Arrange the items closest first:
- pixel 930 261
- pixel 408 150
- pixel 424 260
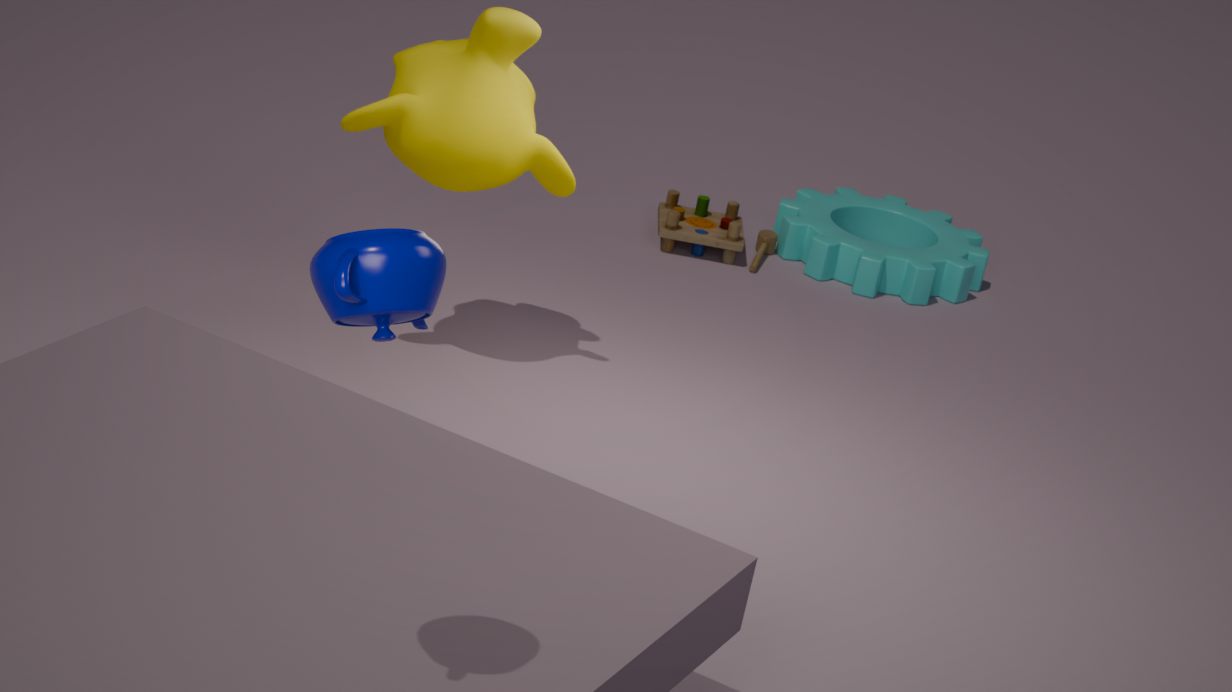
pixel 424 260
pixel 408 150
pixel 930 261
